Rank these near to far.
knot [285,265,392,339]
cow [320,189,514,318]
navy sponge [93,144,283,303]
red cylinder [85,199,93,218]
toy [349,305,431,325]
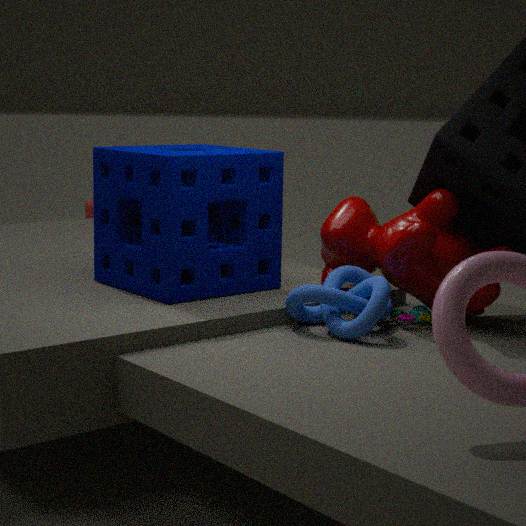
1. knot [285,265,392,339]
2. cow [320,189,514,318]
3. toy [349,305,431,325]
4. navy sponge [93,144,283,303]
5. red cylinder [85,199,93,218]
